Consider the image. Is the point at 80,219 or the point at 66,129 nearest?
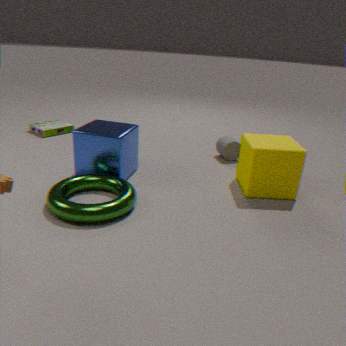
the point at 80,219
